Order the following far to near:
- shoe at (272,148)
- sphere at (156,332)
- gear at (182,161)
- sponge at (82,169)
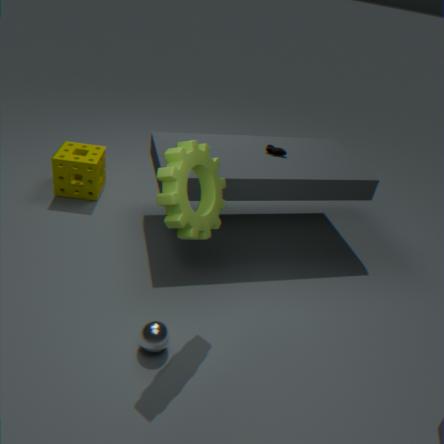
sponge at (82,169)
shoe at (272,148)
sphere at (156,332)
gear at (182,161)
